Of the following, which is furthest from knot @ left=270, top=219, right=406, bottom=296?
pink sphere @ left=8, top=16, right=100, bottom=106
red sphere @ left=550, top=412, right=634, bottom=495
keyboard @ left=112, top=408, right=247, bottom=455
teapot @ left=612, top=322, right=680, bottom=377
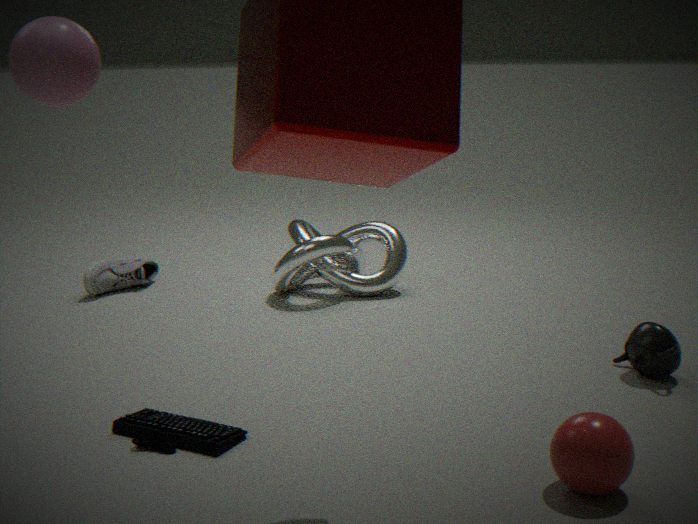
pink sphere @ left=8, top=16, right=100, bottom=106
